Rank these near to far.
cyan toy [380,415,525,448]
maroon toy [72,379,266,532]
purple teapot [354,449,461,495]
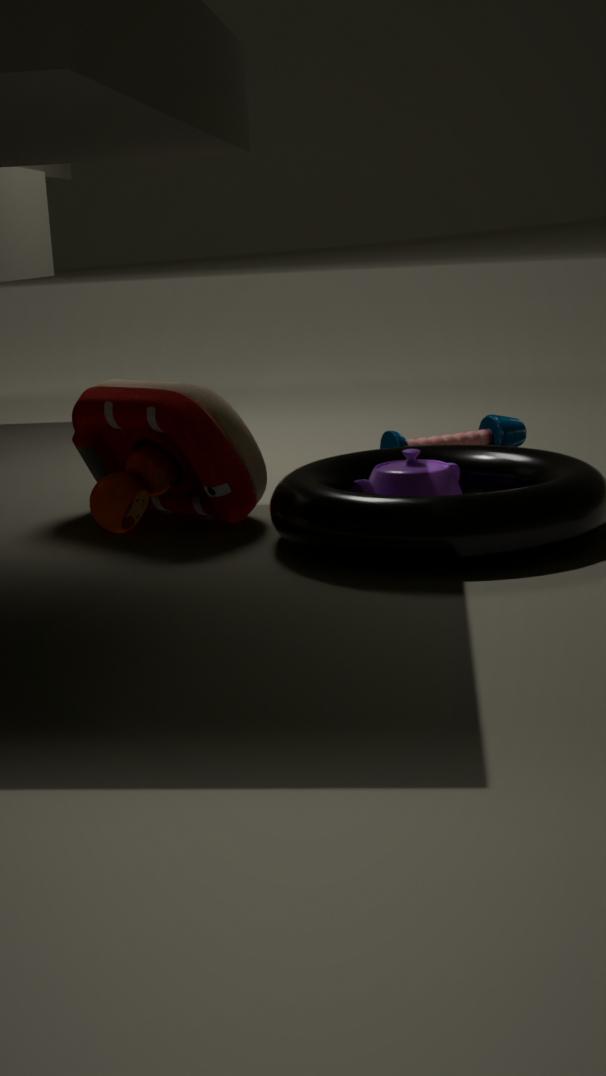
purple teapot [354,449,461,495] → maroon toy [72,379,266,532] → cyan toy [380,415,525,448]
